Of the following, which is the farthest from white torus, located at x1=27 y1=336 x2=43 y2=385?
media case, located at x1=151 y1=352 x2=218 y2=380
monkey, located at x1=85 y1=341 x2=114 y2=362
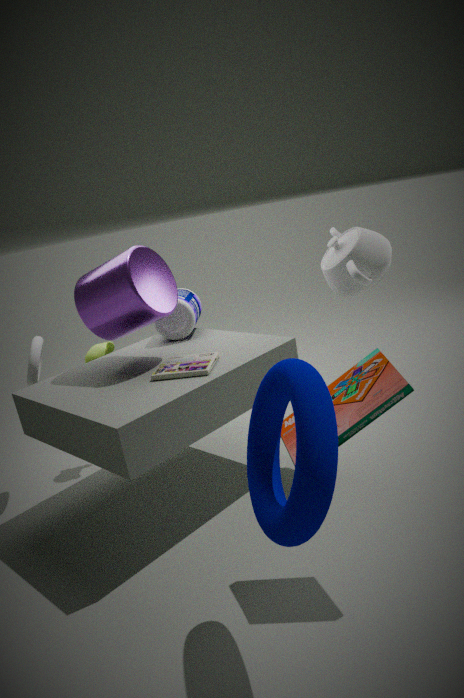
media case, located at x1=151 y1=352 x2=218 y2=380
